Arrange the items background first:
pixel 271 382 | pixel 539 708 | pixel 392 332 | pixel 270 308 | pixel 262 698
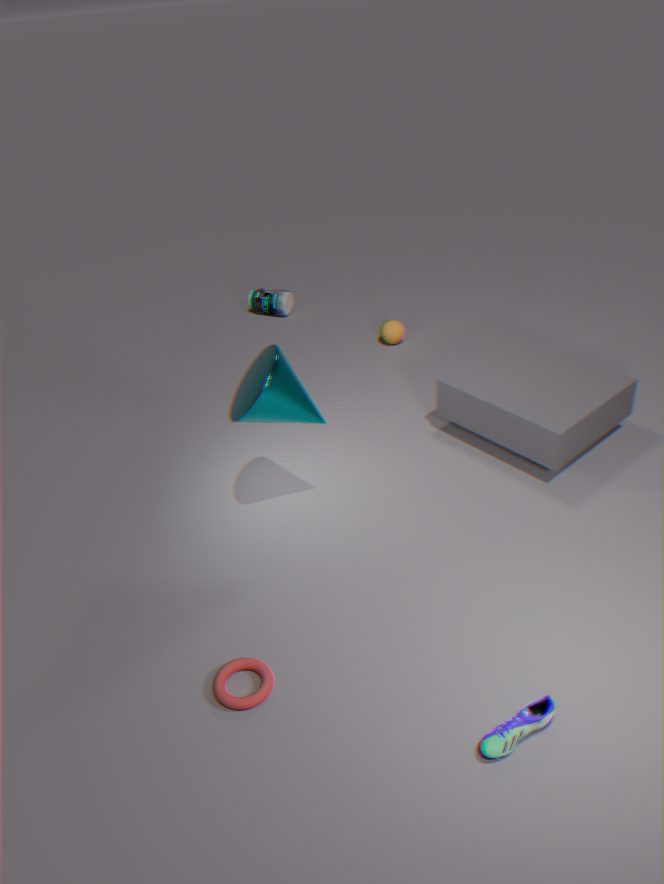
pixel 270 308, pixel 392 332, pixel 271 382, pixel 262 698, pixel 539 708
